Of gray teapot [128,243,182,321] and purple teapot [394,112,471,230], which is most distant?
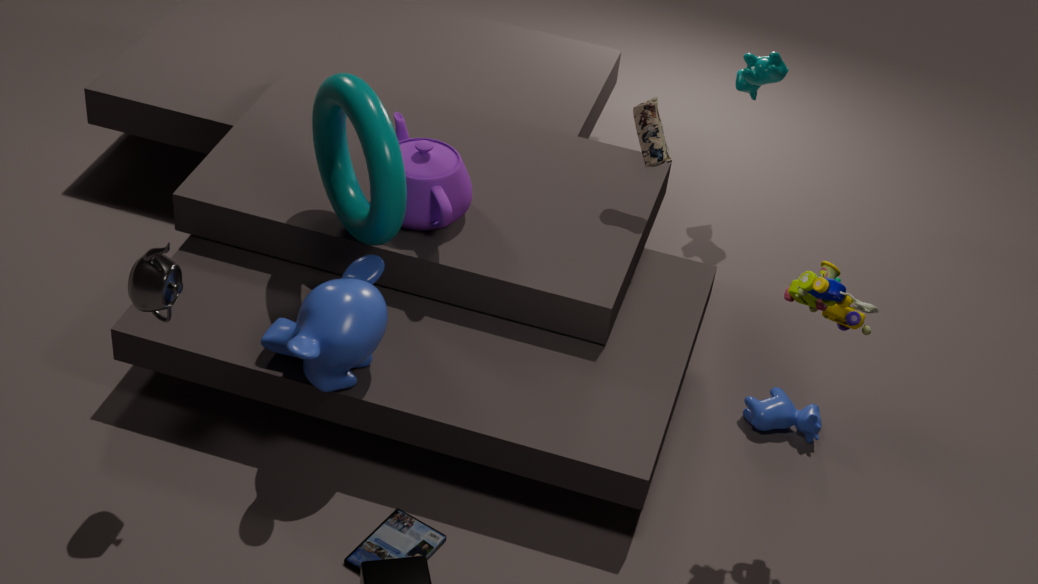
purple teapot [394,112,471,230]
